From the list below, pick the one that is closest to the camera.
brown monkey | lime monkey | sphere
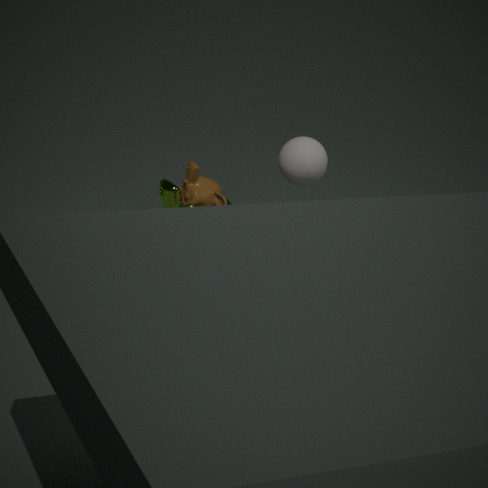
sphere
